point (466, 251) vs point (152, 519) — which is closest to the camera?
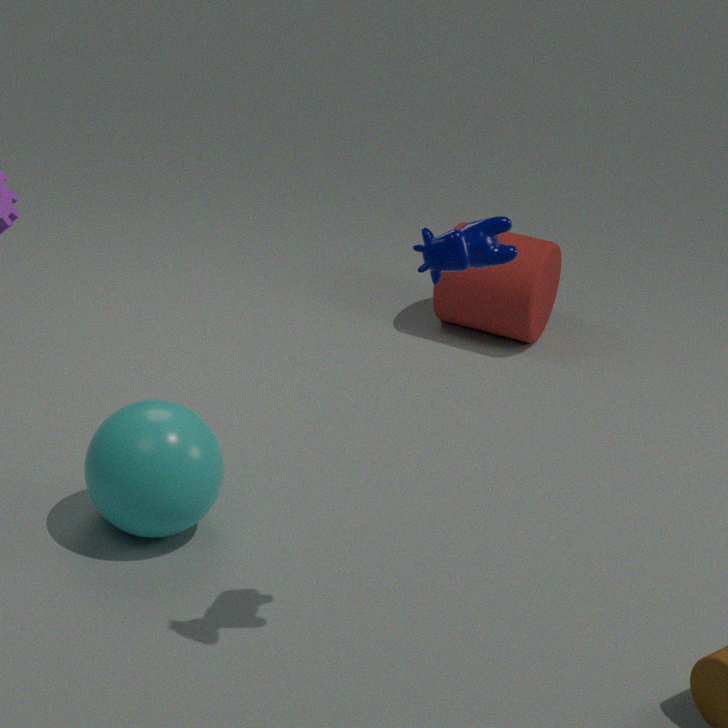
point (466, 251)
